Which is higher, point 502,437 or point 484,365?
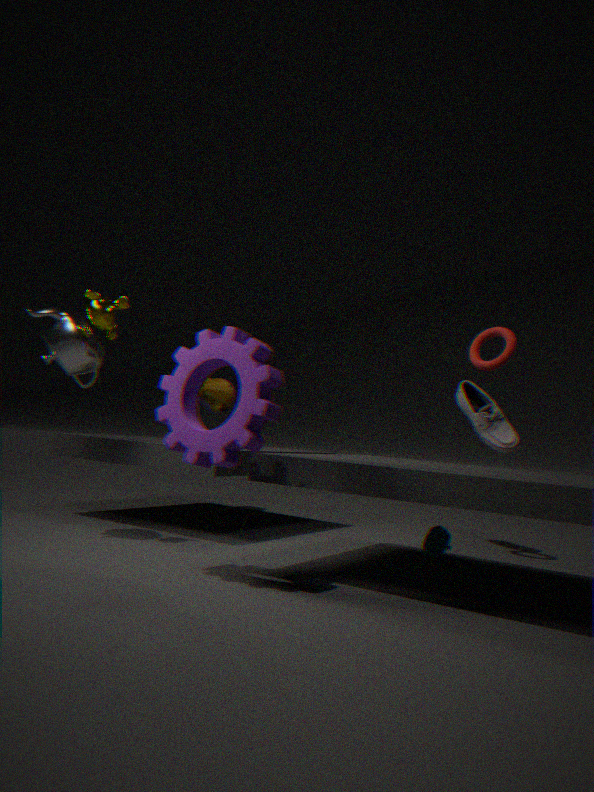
point 484,365
